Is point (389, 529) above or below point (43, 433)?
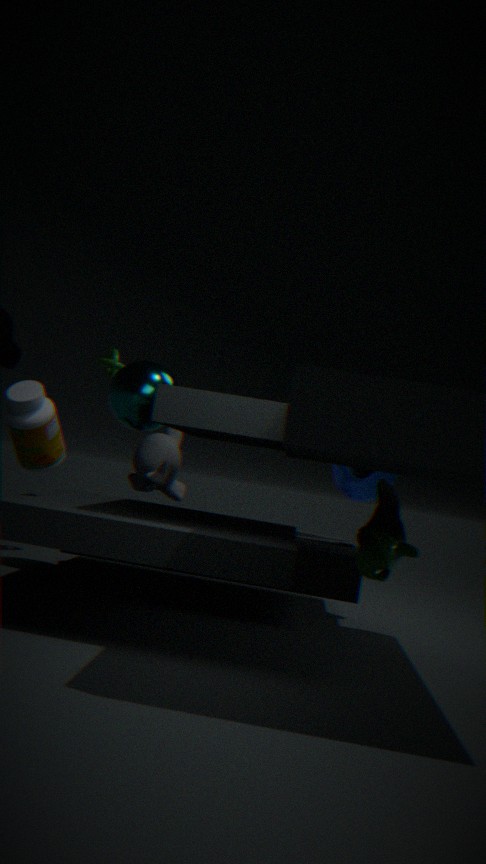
below
